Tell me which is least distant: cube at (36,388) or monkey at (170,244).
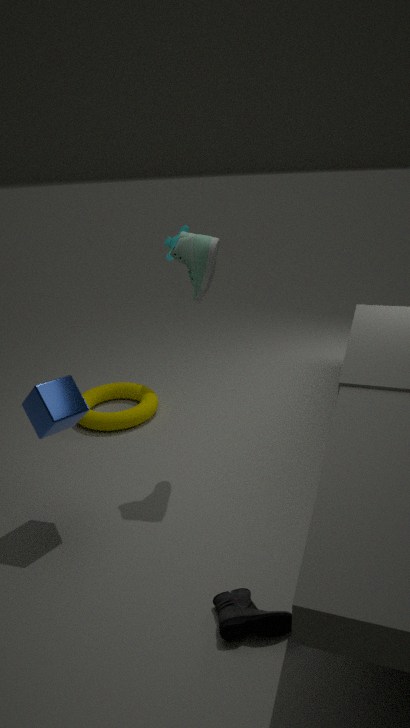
cube at (36,388)
